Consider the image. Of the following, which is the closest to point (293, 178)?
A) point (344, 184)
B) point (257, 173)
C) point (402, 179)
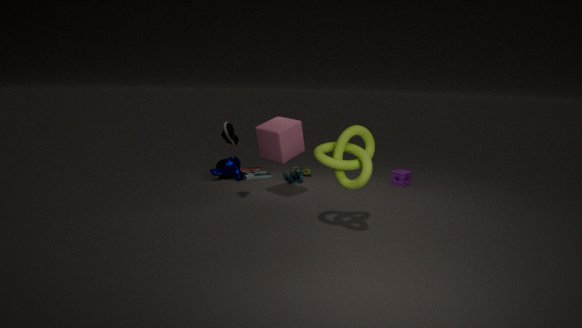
point (257, 173)
